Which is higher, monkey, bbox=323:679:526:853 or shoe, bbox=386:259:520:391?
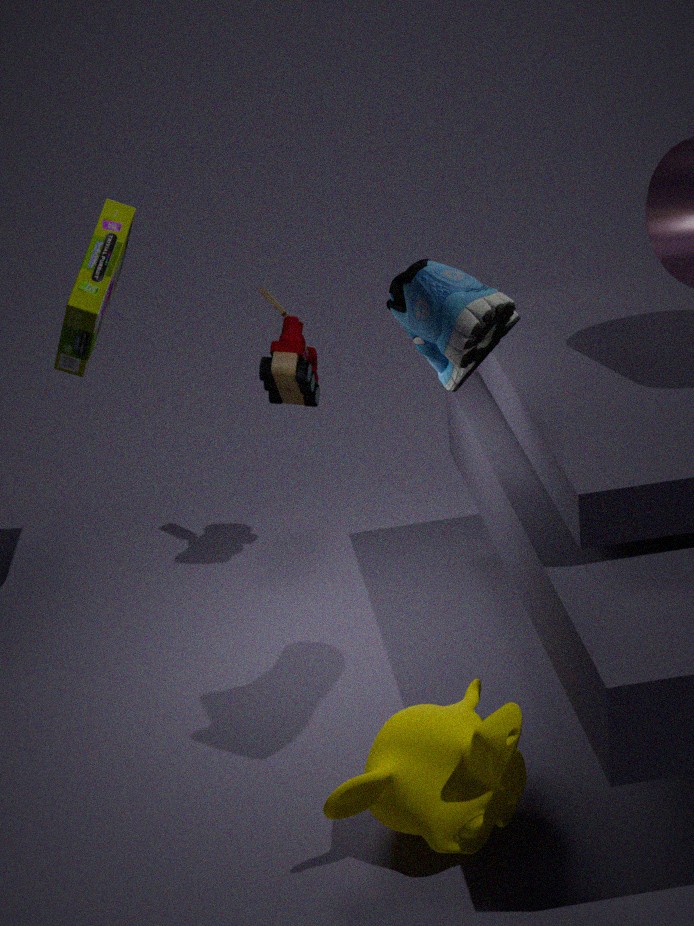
shoe, bbox=386:259:520:391
